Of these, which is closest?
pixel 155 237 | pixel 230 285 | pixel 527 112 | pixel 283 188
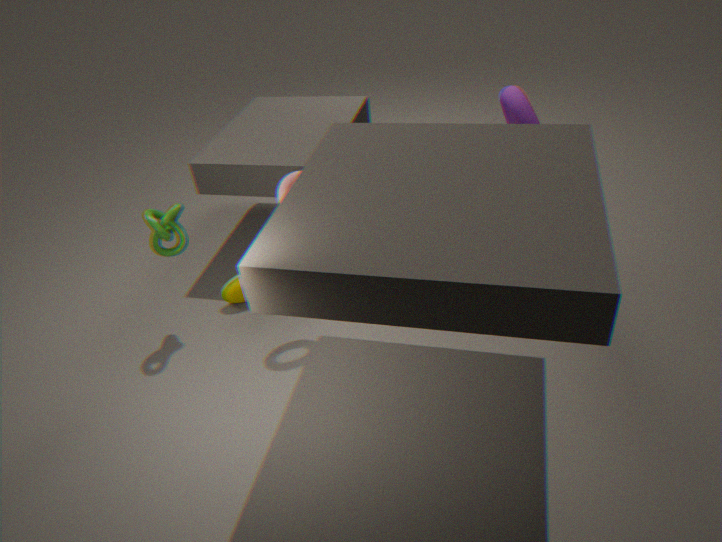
pixel 283 188
